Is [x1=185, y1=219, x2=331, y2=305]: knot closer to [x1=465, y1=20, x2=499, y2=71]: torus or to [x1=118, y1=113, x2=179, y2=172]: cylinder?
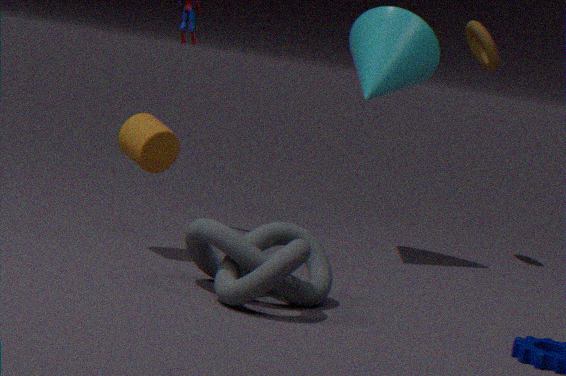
[x1=118, y1=113, x2=179, y2=172]: cylinder
